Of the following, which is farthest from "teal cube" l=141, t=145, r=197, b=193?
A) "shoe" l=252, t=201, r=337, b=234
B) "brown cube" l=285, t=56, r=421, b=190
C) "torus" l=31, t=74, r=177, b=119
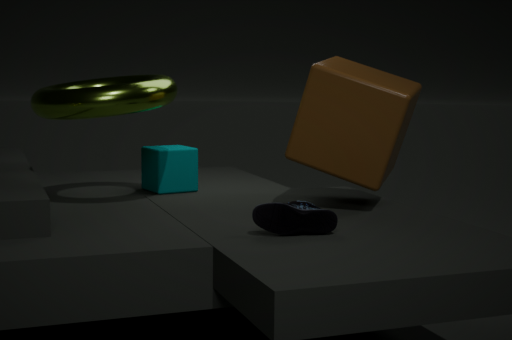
"shoe" l=252, t=201, r=337, b=234
